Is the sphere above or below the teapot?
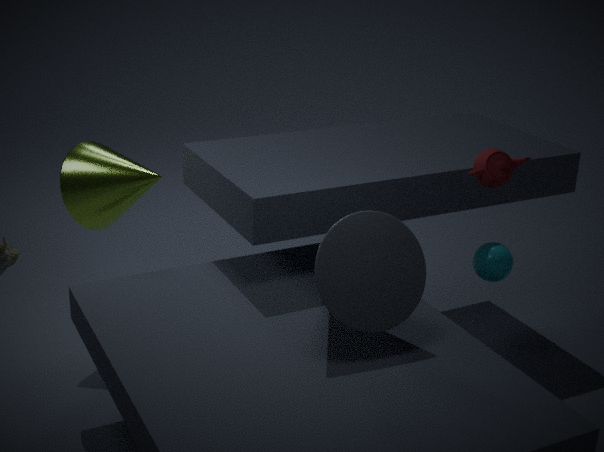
below
